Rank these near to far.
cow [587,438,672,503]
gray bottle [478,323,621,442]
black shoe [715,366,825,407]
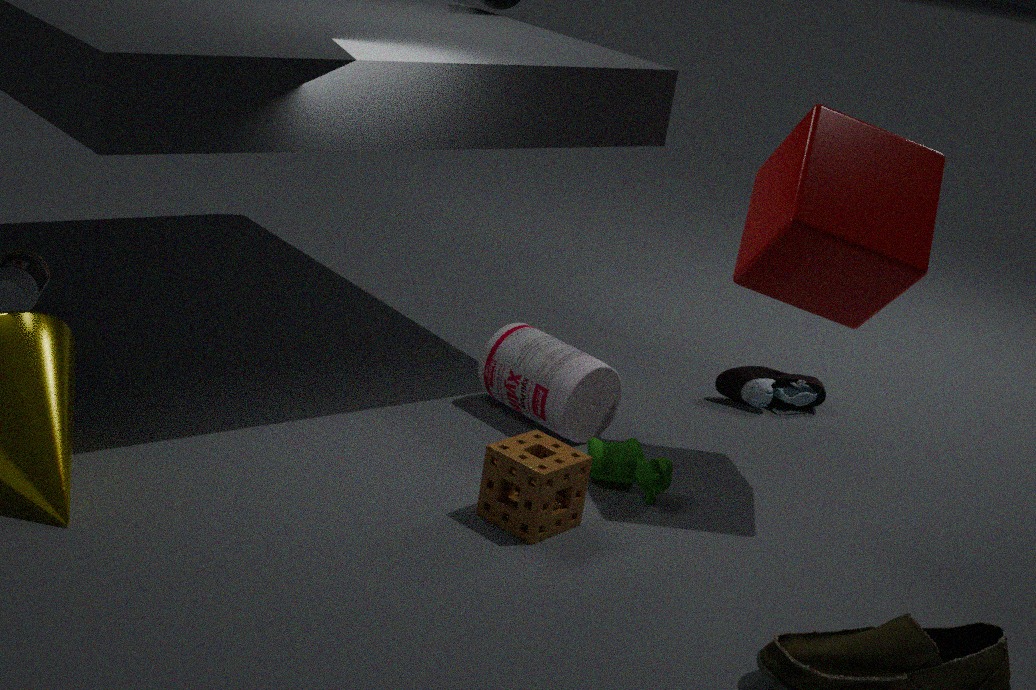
cow [587,438,672,503], gray bottle [478,323,621,442], black shoe [715,366,825,407]
